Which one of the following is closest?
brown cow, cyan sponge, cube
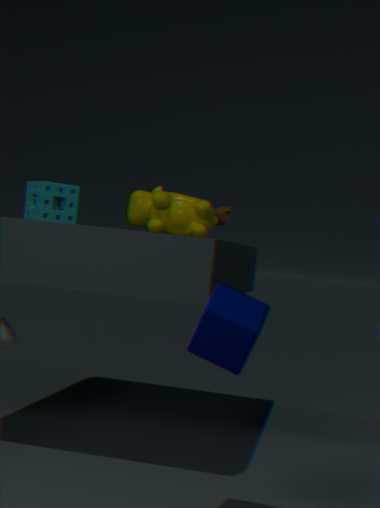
cube
